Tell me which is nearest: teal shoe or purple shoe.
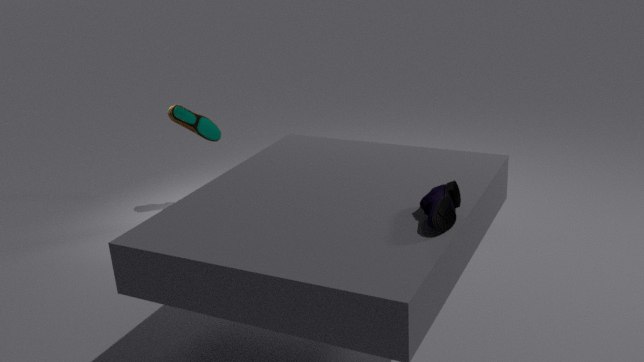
purple shoe
